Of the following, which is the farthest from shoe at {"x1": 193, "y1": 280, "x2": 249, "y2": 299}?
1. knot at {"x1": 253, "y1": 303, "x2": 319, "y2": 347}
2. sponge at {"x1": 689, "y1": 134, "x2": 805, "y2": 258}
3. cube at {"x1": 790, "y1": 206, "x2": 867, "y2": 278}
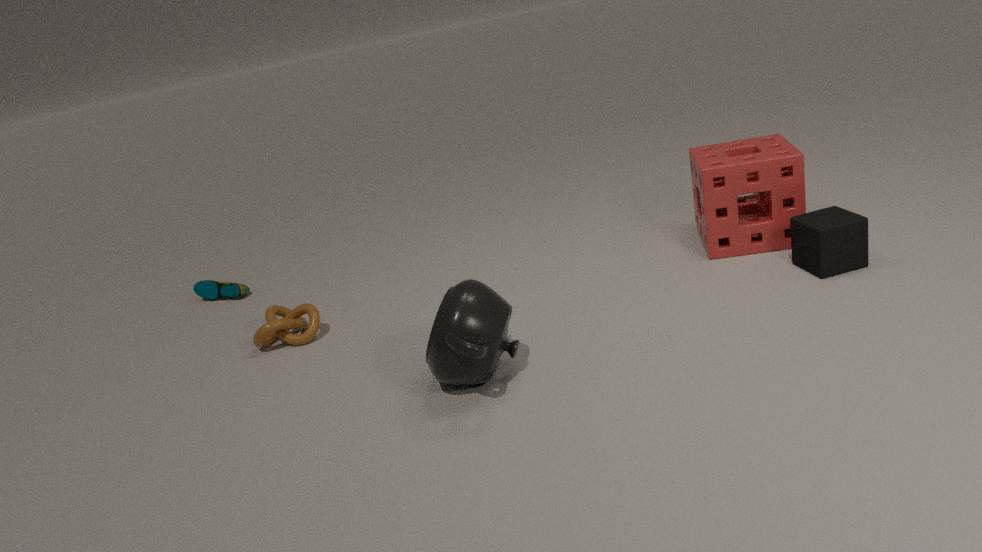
cube at {"x1": 790, "y1": 206, "x2": 867, "y2": 278}
